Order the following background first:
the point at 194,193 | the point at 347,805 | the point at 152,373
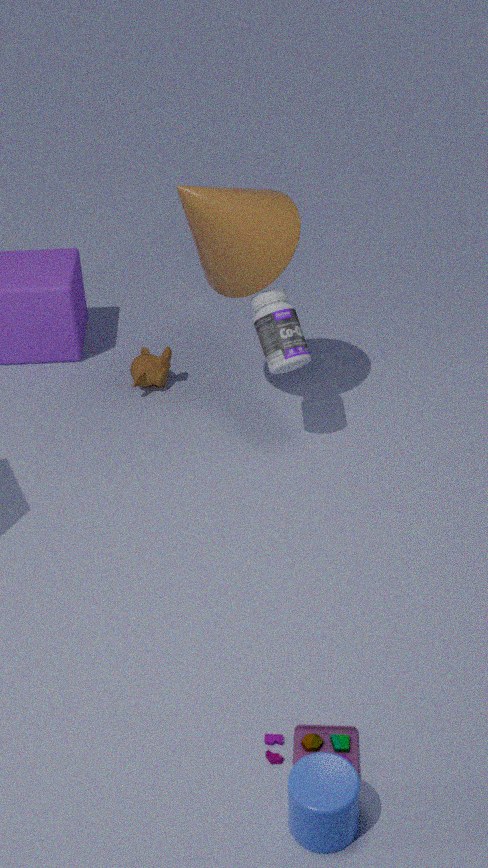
the point at 152,373, the point at 194,193, the point at 347,805
